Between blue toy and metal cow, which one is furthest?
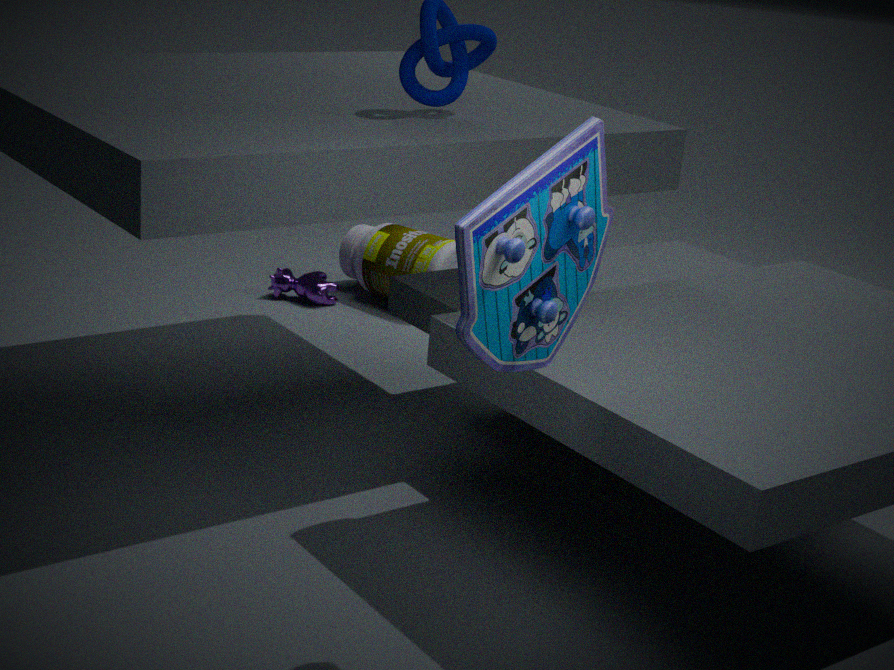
metal cow
